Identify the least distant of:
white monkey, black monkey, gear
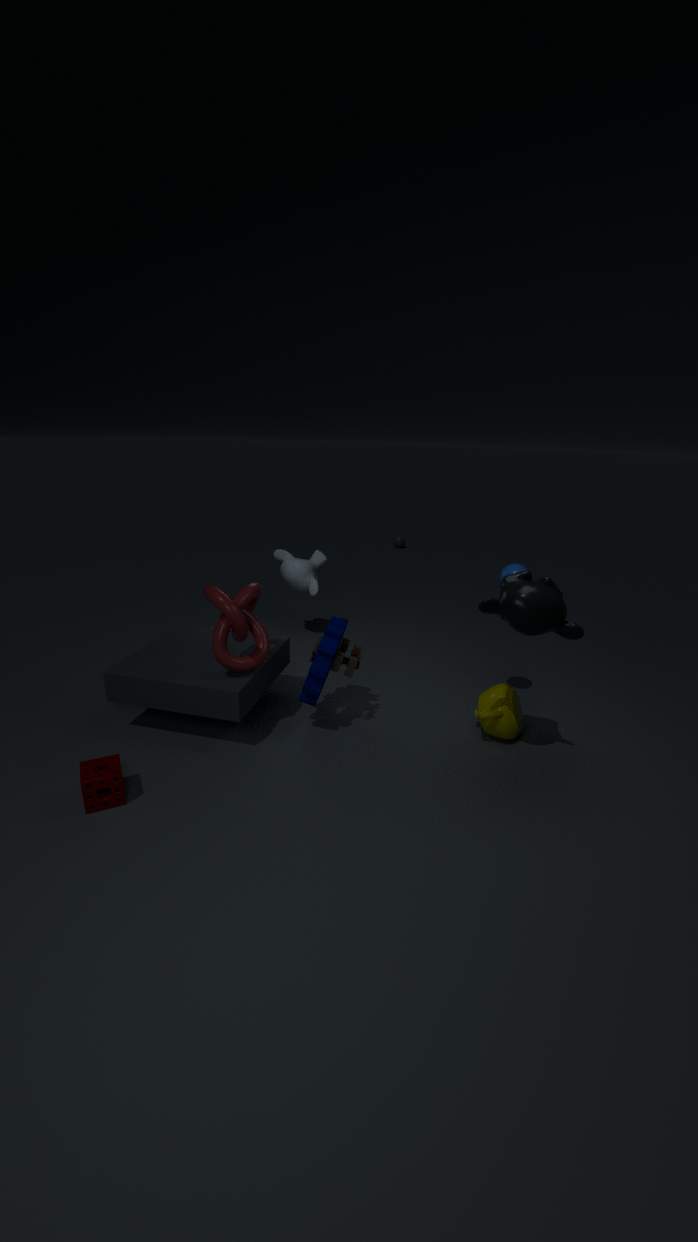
black monkey
